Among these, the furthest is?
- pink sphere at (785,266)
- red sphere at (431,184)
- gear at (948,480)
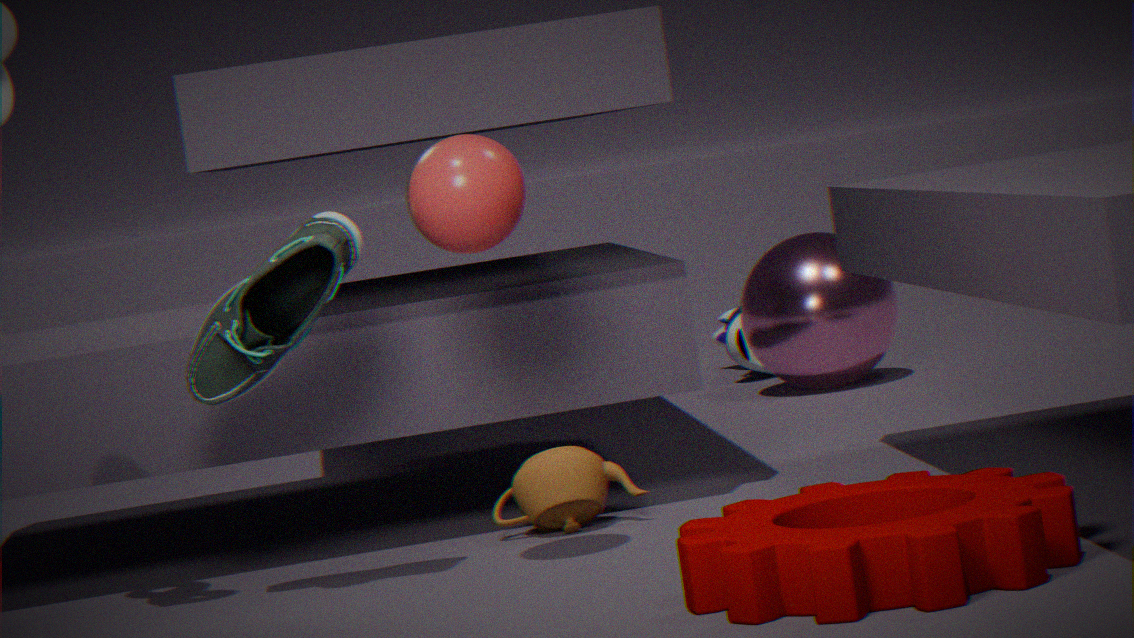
pink sphere at (785,266)
